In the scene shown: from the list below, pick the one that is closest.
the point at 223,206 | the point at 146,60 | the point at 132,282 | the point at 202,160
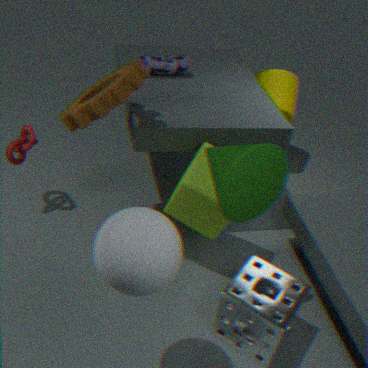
the point at 132,282
